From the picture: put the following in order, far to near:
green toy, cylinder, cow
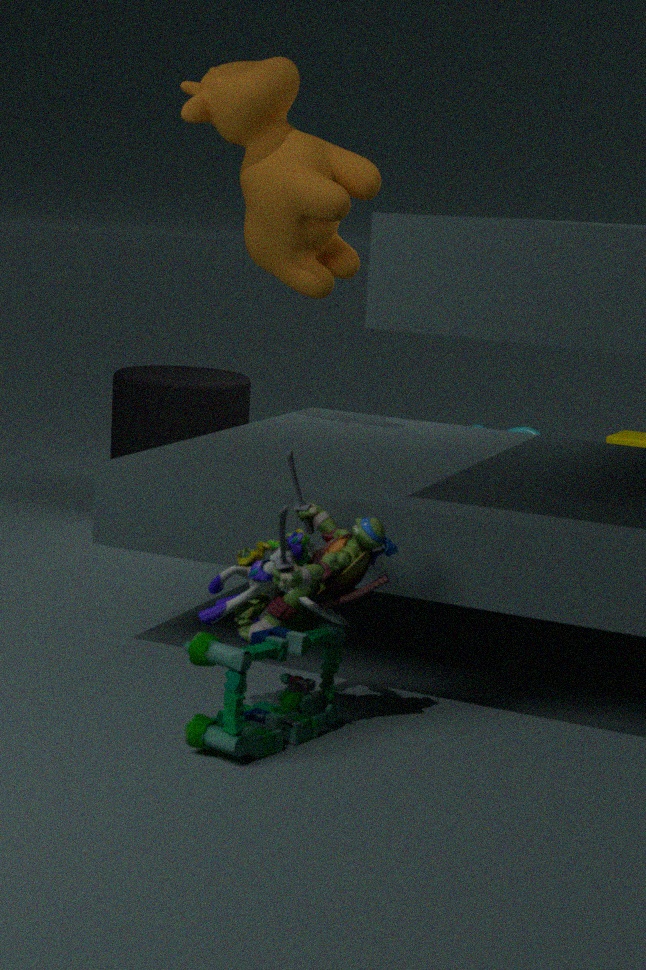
cylinder → cow → green toy
